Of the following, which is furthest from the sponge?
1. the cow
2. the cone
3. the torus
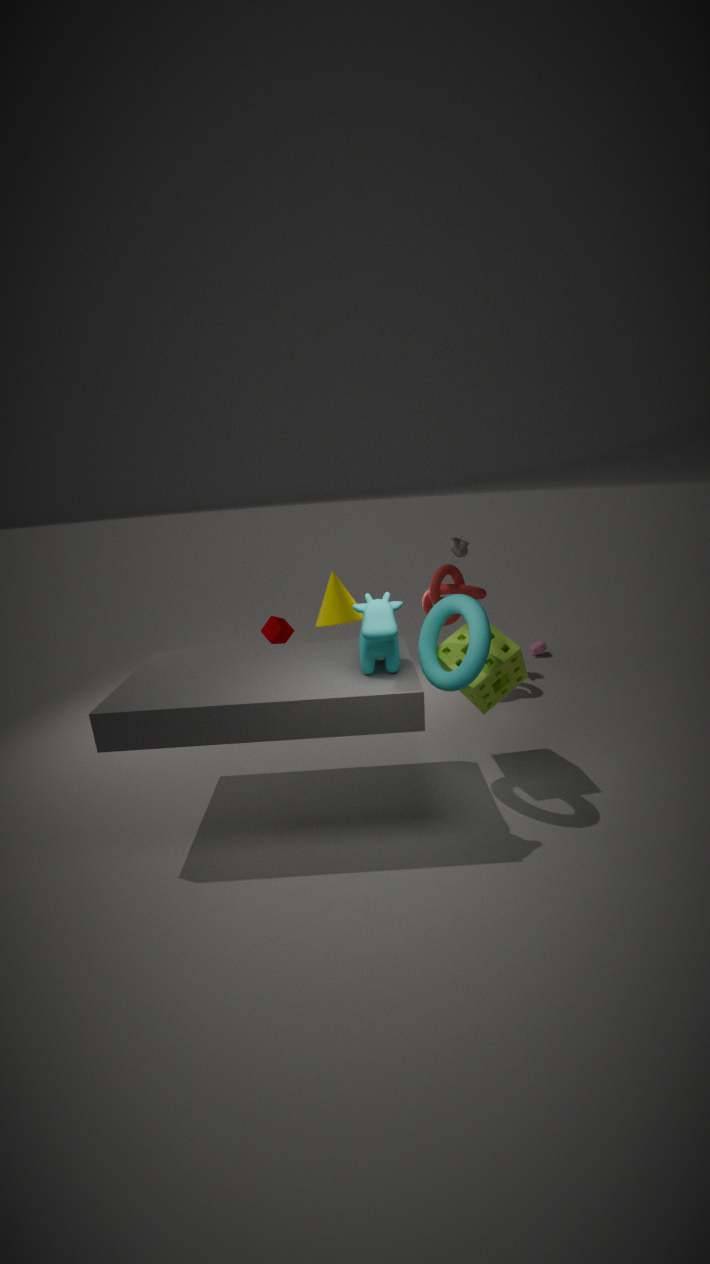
the cone
